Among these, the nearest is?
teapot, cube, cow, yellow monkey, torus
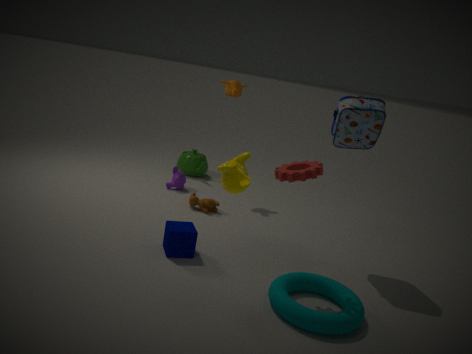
yellow monkey
